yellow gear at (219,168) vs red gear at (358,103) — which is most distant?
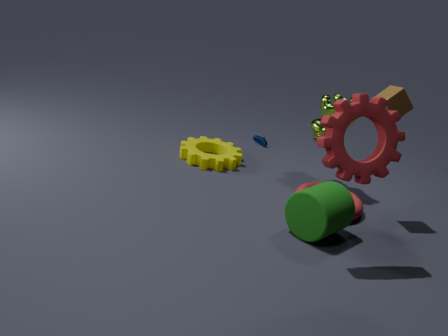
yellow gear at (219,168)
